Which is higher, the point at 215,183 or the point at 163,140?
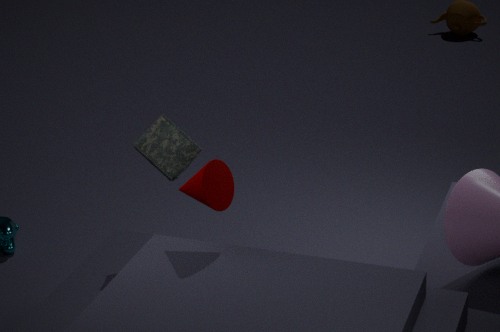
the point at 215,183
